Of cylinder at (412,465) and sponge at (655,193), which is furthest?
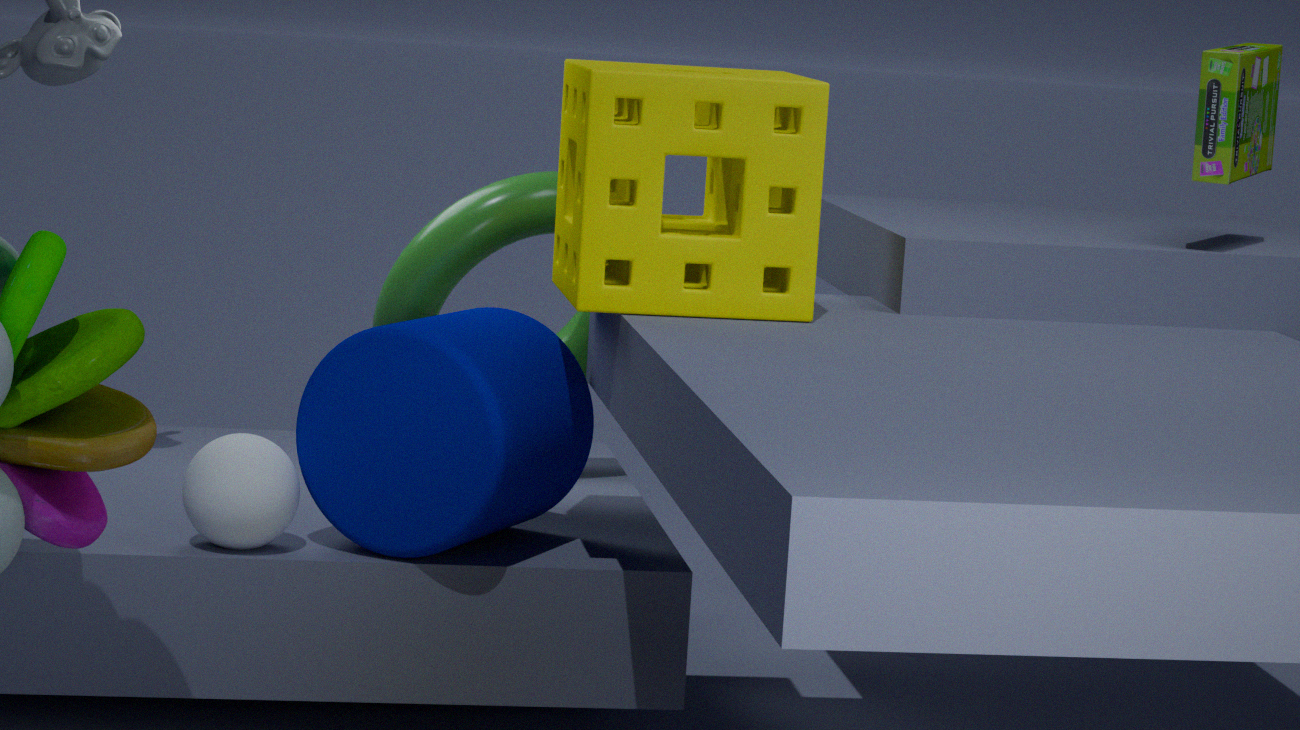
cylinder at (412,465)
